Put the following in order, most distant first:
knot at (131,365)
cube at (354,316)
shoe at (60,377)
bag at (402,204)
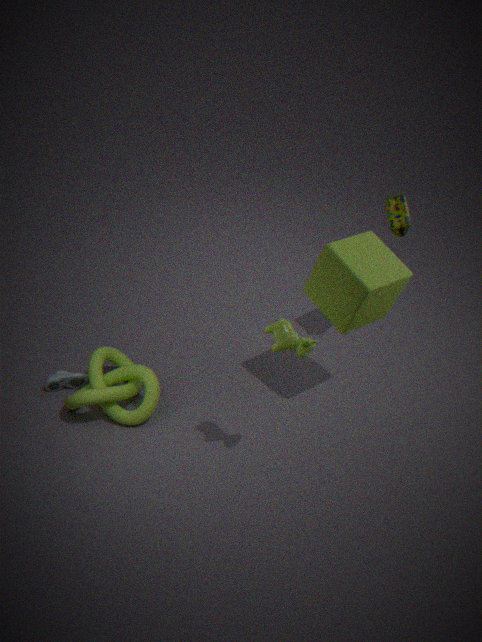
shoe at (60,377) < bag at (402,204) < knot at (131,365) < cube at (354,316)
